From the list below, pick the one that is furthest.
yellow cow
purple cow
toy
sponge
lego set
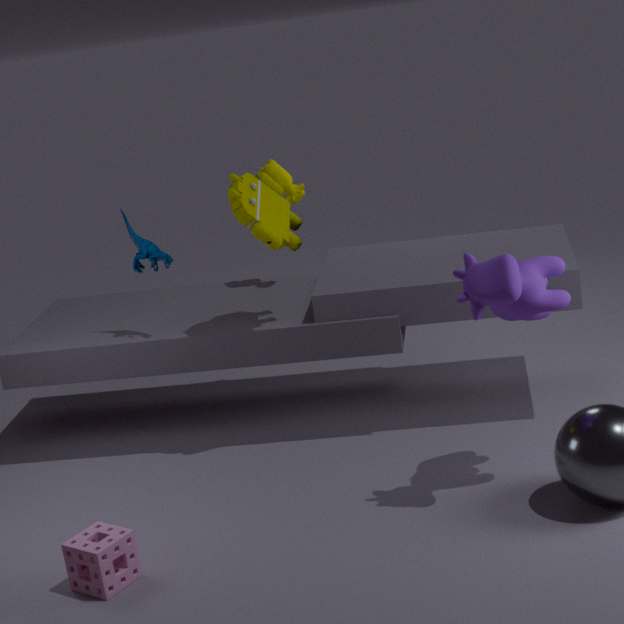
yellow cow
